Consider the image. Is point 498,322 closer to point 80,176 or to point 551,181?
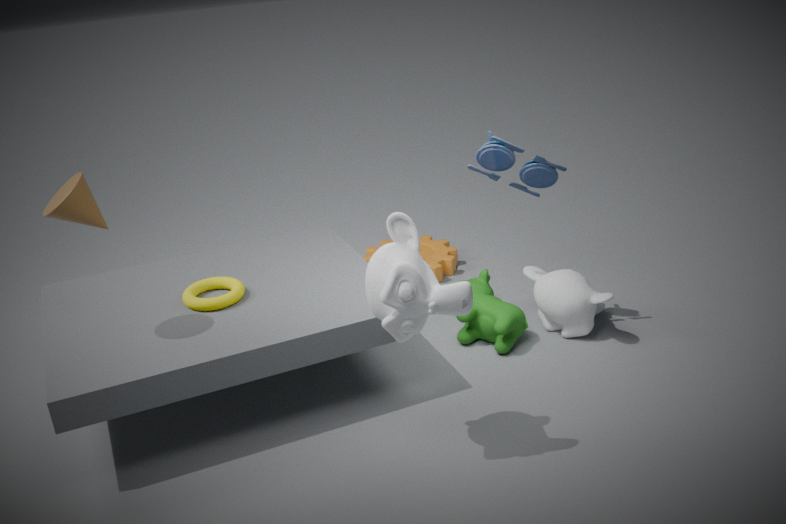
point 551,181
